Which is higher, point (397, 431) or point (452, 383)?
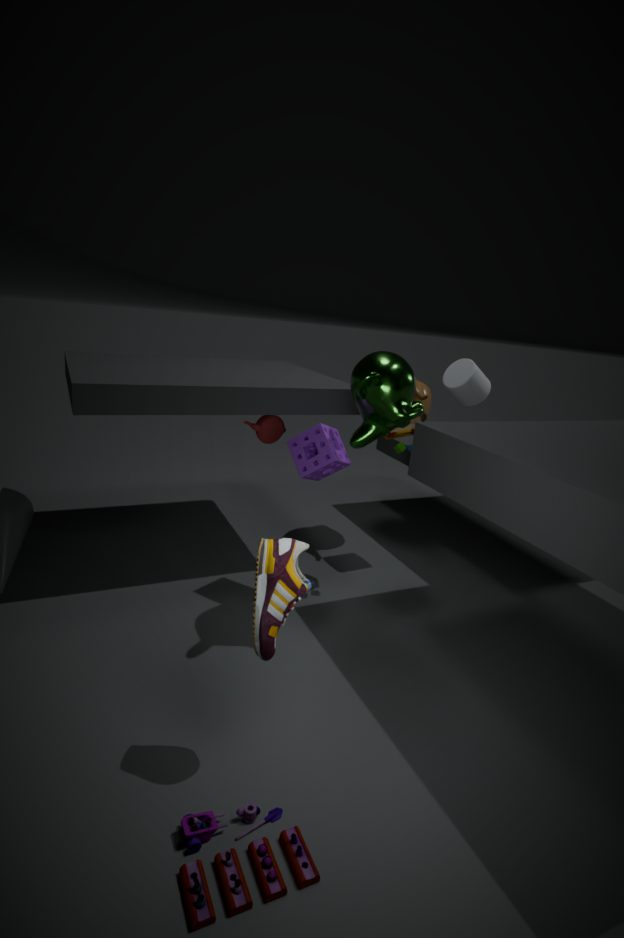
point (452, 383)
